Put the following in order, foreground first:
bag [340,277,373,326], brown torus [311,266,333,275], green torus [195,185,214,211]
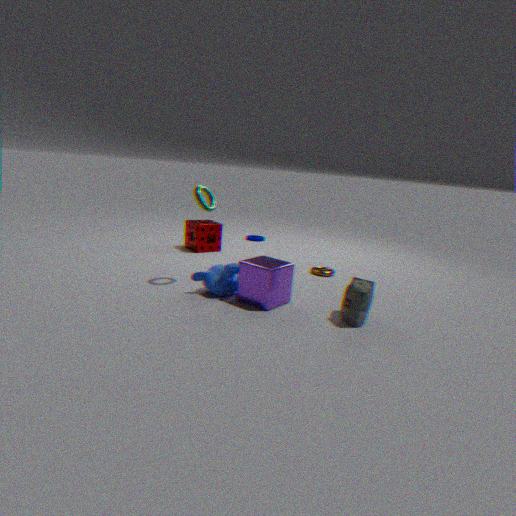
bag [340,277,373,326], green torus [195,185,214,211], brown torus [311,266,333,275]
